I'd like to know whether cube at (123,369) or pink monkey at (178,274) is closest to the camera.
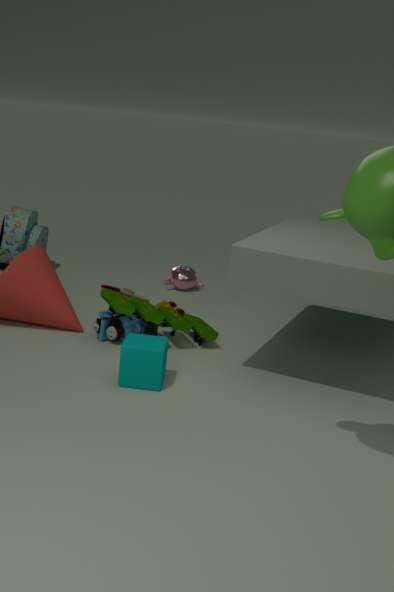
cube at (123,369)
